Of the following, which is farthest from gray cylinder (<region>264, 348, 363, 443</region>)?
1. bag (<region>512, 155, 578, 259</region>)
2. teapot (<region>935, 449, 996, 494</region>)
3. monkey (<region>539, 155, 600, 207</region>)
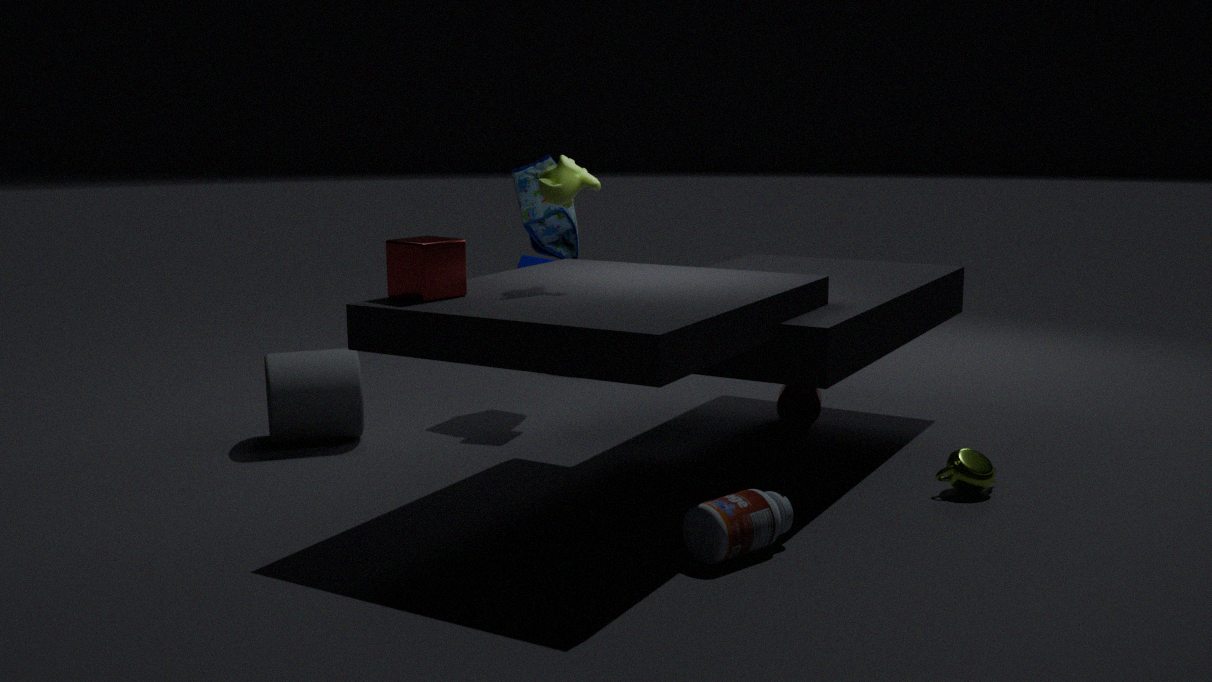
teapot (<region>935, 449, 996, 494</region>)
